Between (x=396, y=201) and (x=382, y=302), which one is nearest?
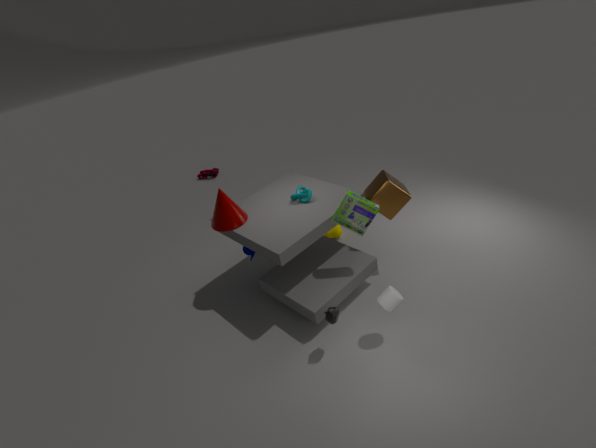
(x=382, y=302)
